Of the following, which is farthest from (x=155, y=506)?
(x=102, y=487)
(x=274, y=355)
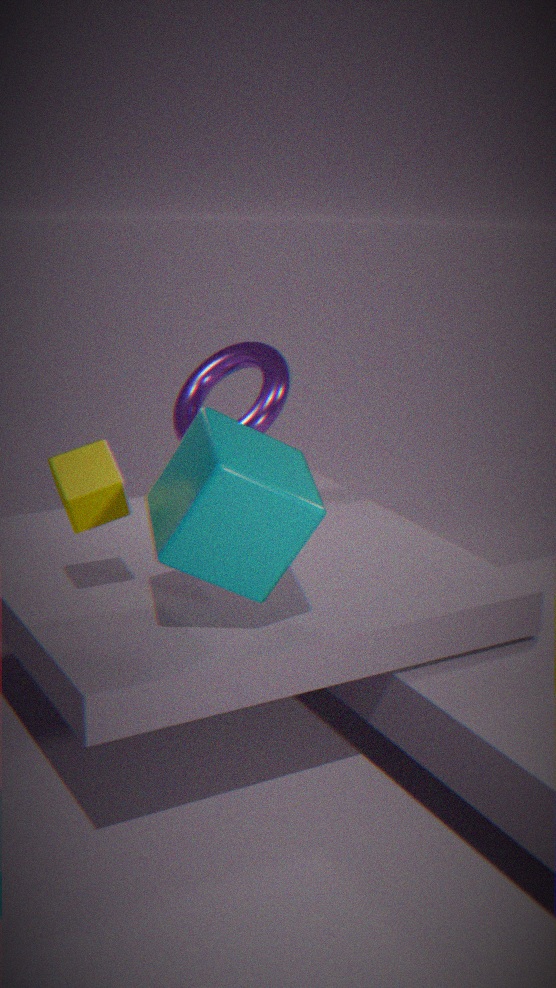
(x=274, y=355)
